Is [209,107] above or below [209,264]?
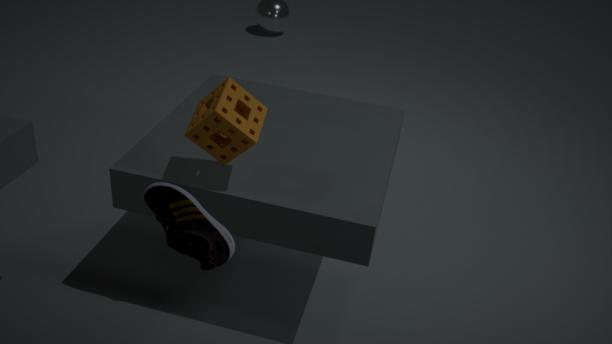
below
